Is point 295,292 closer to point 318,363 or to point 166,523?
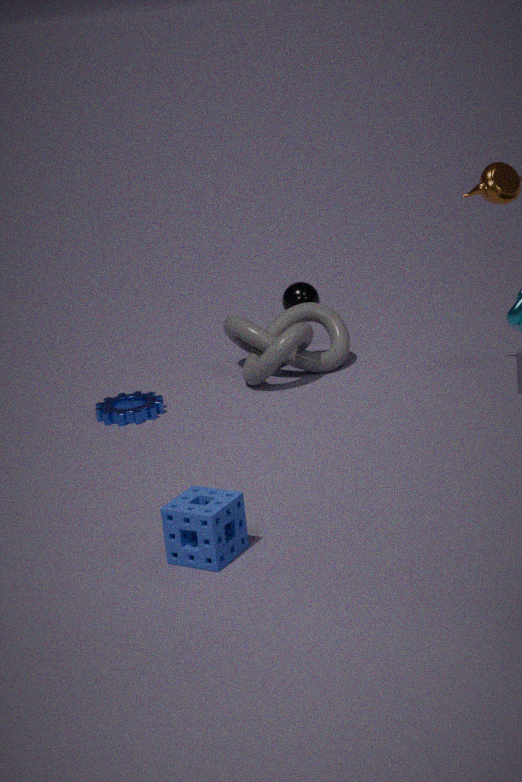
point 318,363
